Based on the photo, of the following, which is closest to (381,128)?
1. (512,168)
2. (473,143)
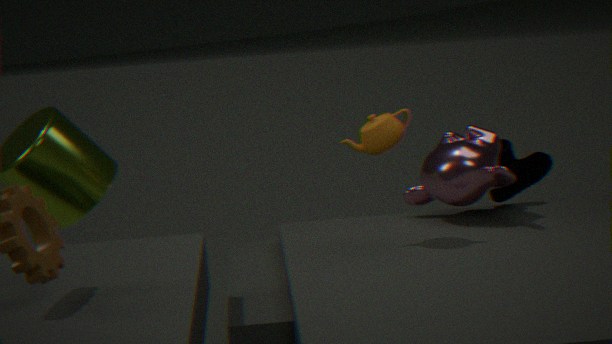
(473,143)
